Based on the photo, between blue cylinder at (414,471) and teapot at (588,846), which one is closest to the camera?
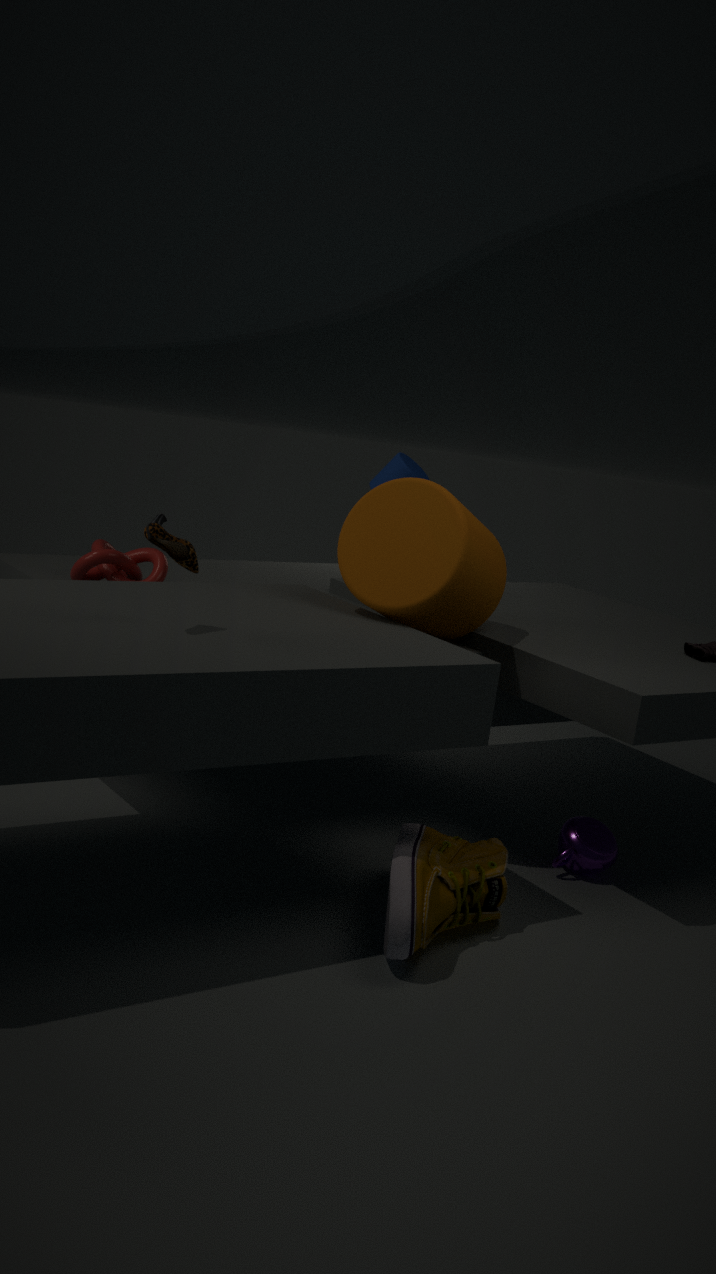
teapot at (588,846)
